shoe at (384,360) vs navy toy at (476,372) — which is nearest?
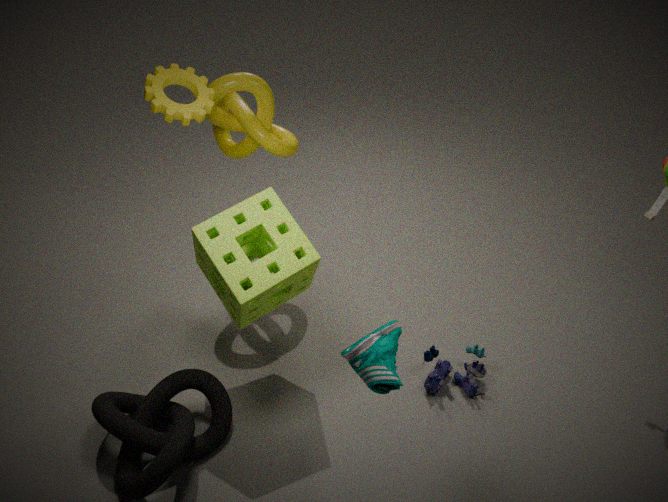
shoe at (384,360)
